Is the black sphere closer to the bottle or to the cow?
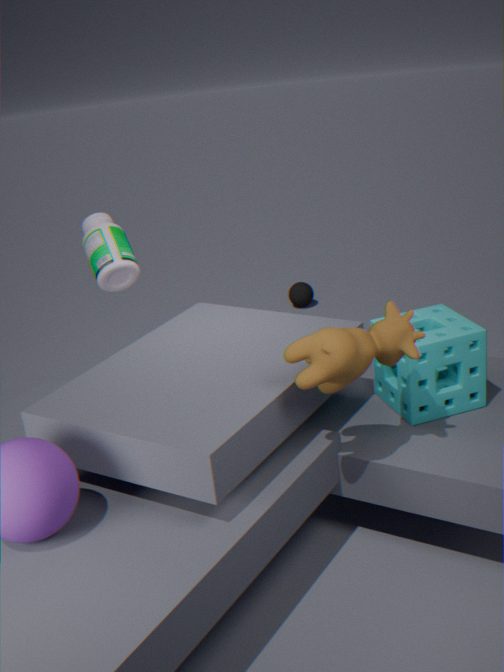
the bottle
